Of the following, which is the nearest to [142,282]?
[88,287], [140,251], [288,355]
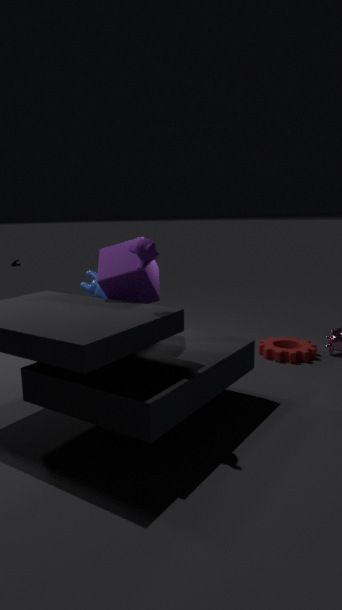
[140,251]
